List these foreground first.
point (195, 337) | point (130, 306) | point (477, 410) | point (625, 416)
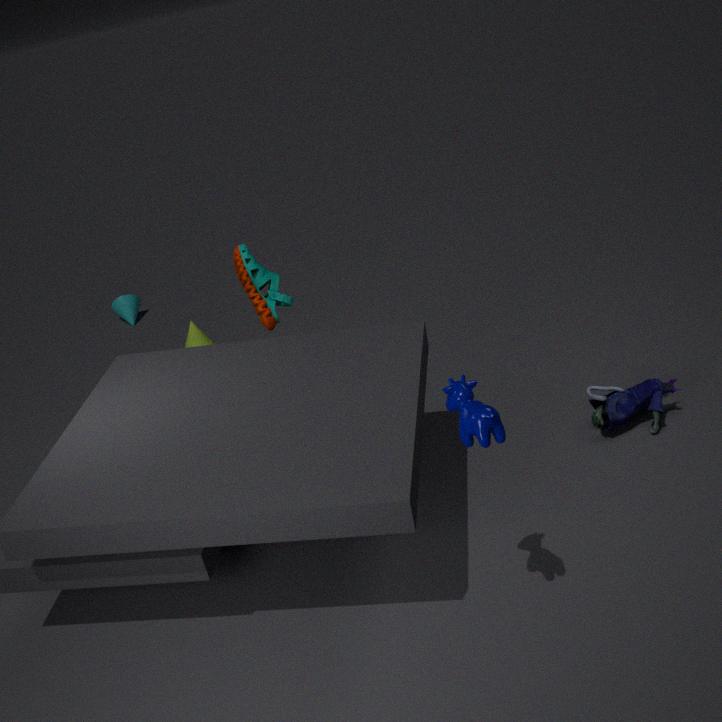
point (477, 410) < point (625, 416) < point (195, 337) < point (130, 306)
